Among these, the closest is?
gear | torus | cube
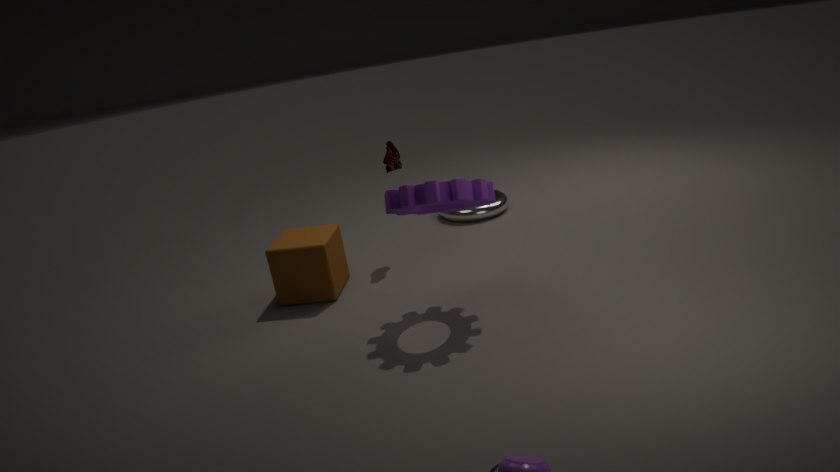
gear
